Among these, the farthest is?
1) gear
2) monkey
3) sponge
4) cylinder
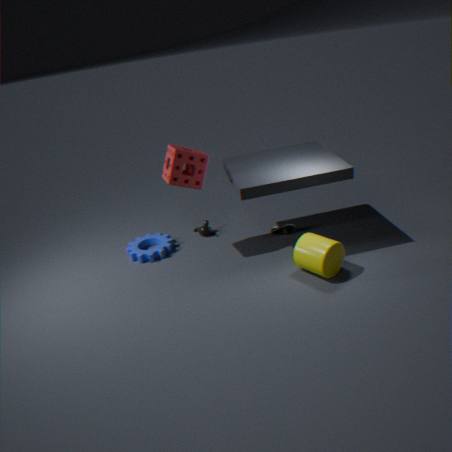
2. monkey
